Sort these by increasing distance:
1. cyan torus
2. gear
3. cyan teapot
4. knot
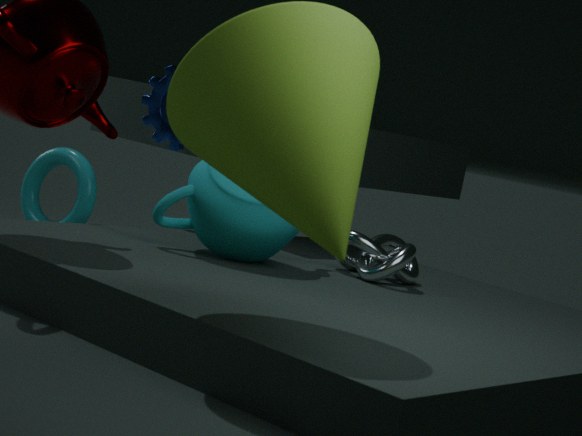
1. cyan teapot
2. knot
3. cyan torus
4. gear
